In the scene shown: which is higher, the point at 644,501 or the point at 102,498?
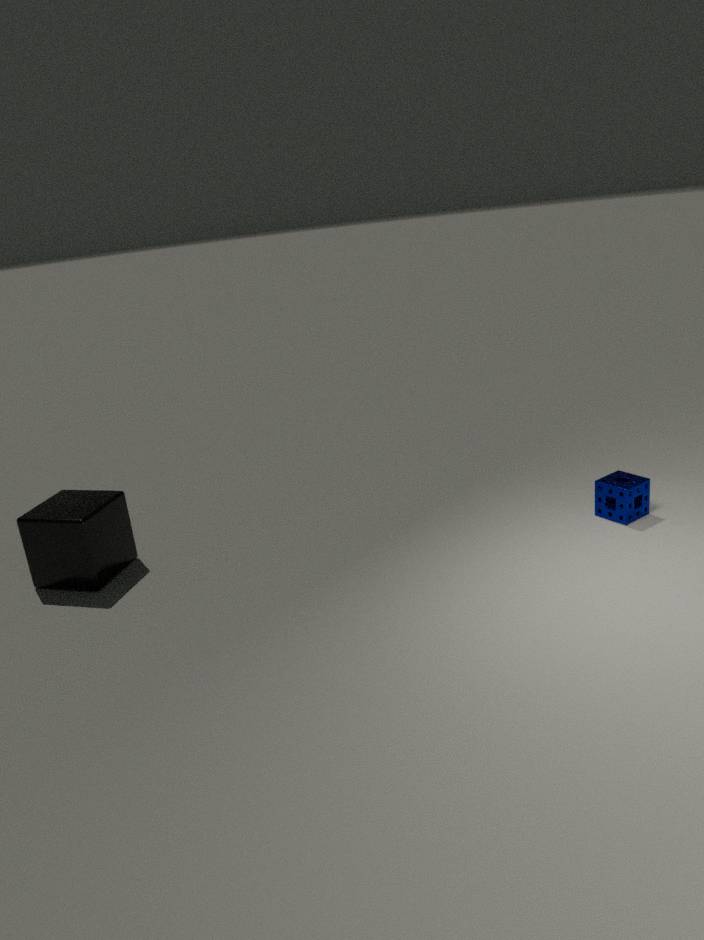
the point at 102,498
